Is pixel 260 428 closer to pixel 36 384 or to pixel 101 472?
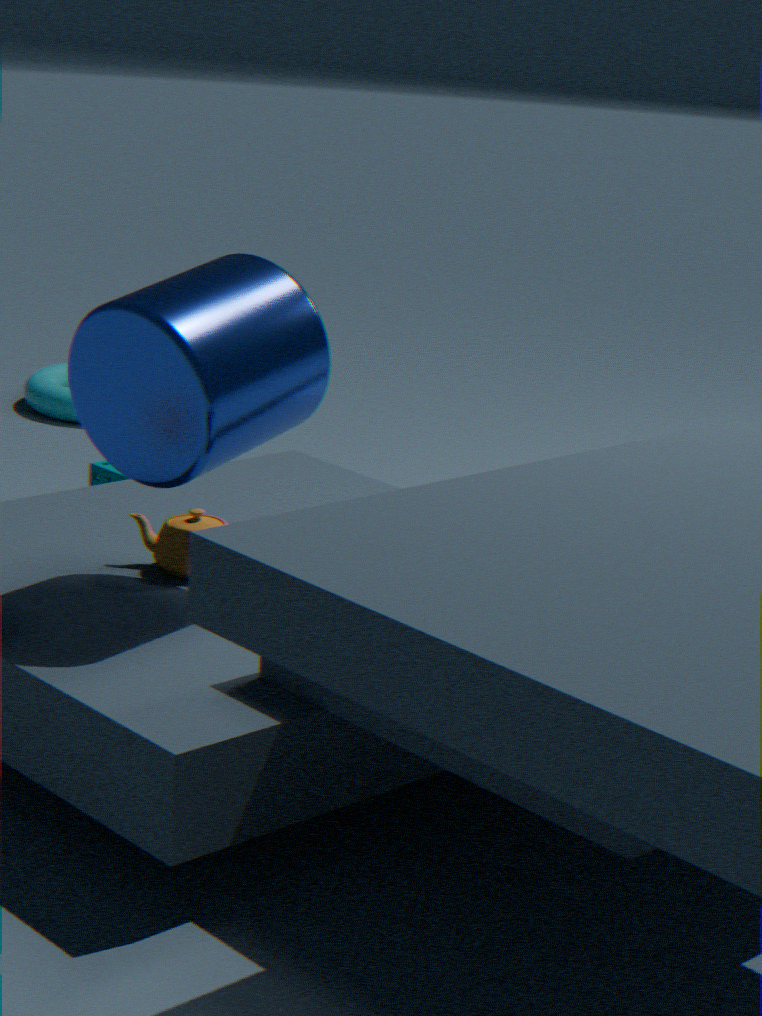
pixel 101 472
